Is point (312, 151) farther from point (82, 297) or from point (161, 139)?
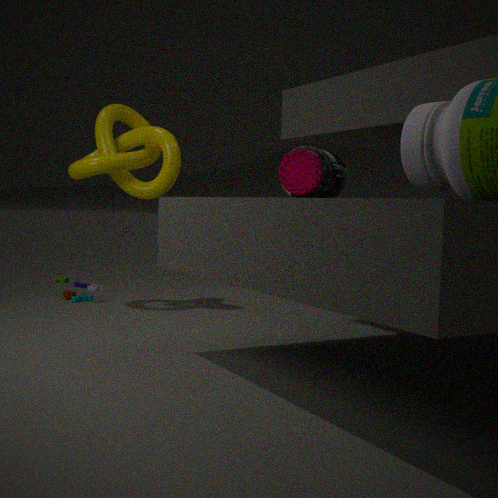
point (82, 297)
